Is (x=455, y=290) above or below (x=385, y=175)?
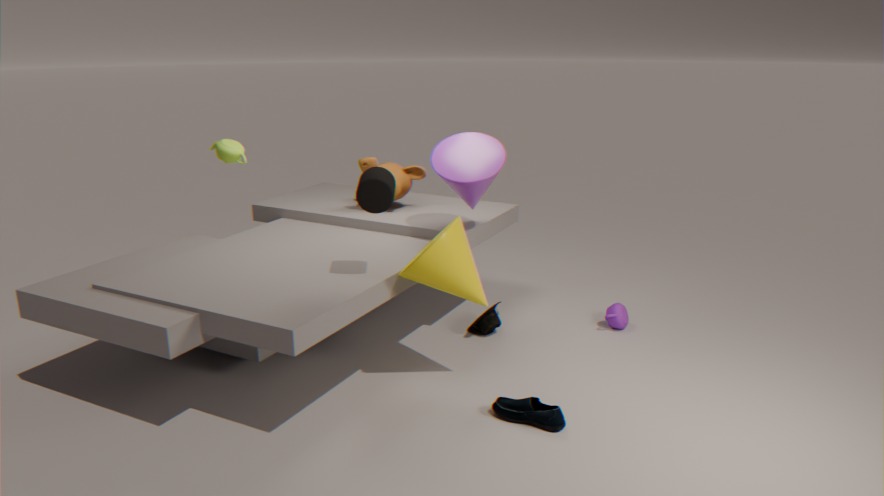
below
